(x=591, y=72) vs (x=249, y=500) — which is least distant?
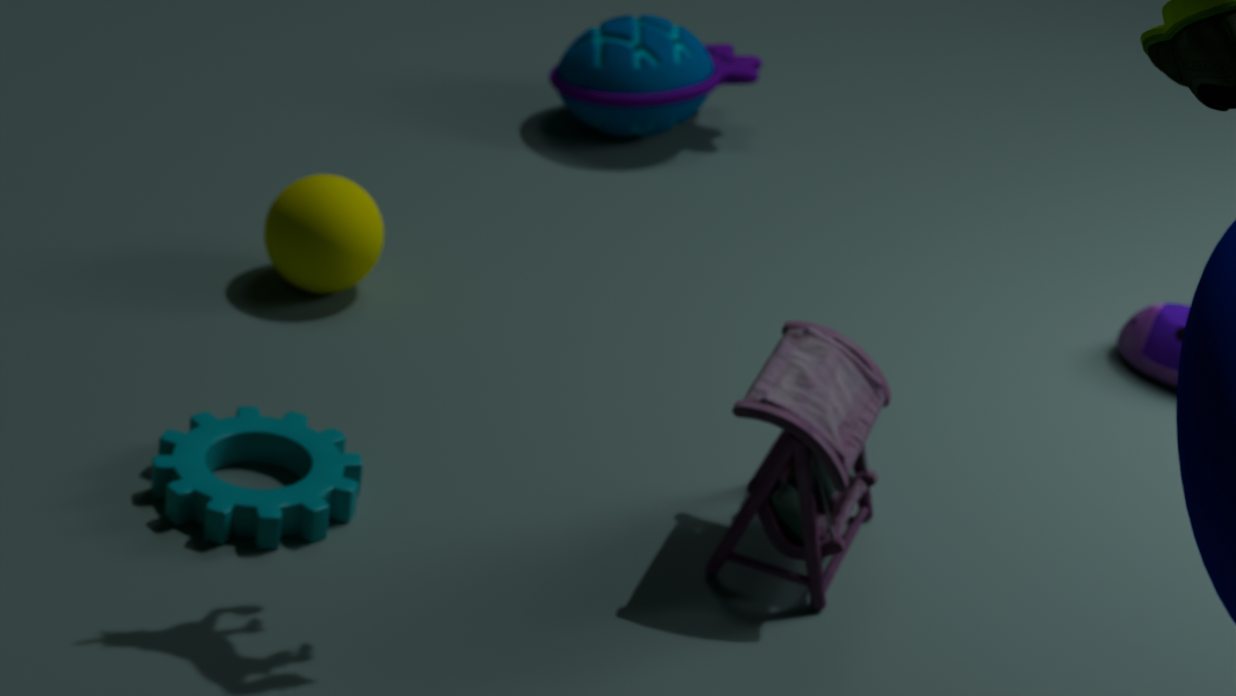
(x=249, y=500)
